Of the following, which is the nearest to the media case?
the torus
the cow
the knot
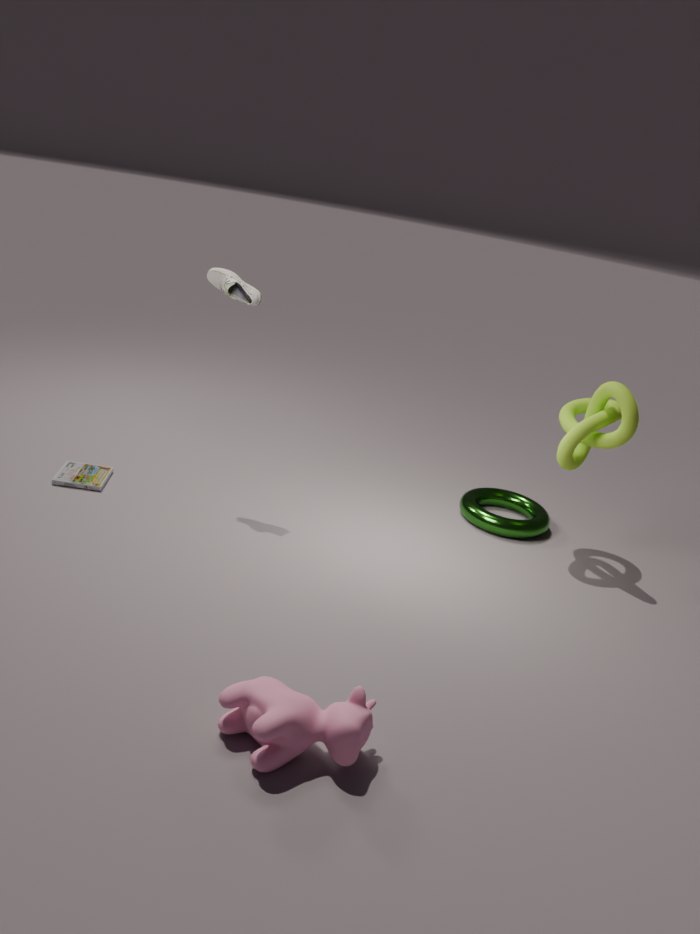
the cow
